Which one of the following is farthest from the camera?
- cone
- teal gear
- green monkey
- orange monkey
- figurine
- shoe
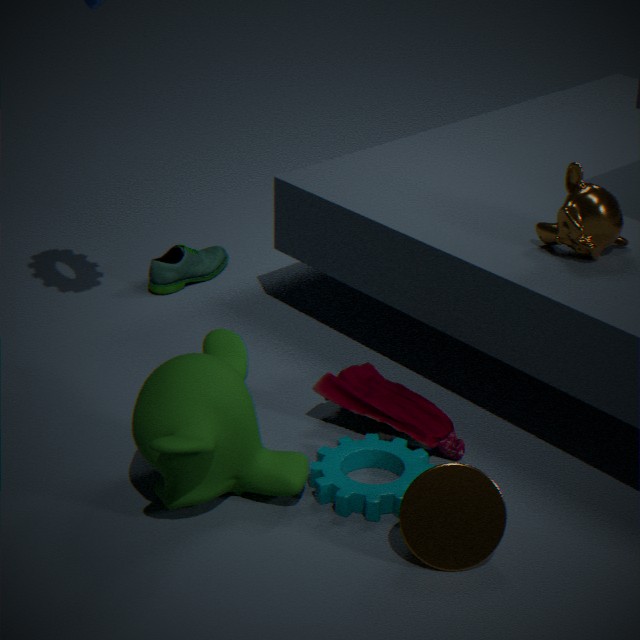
shoe
